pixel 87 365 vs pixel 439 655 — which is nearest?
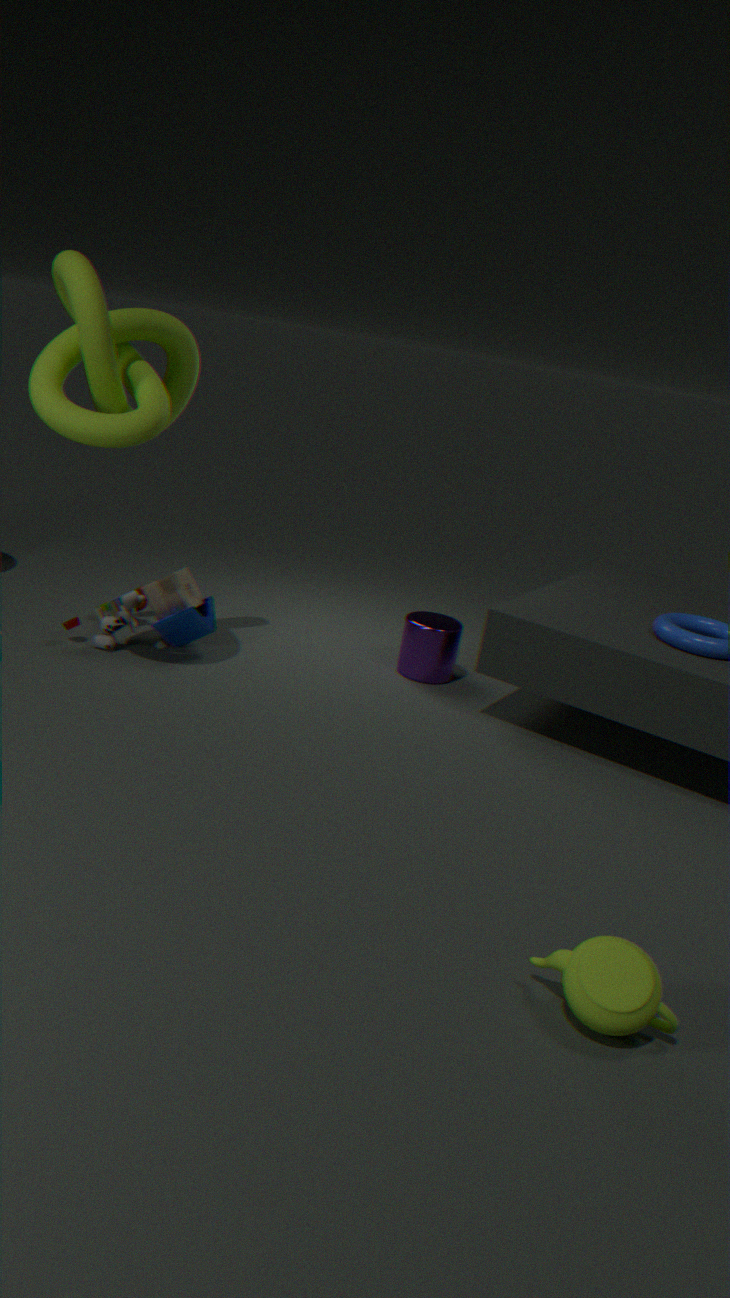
pixel 87 365
